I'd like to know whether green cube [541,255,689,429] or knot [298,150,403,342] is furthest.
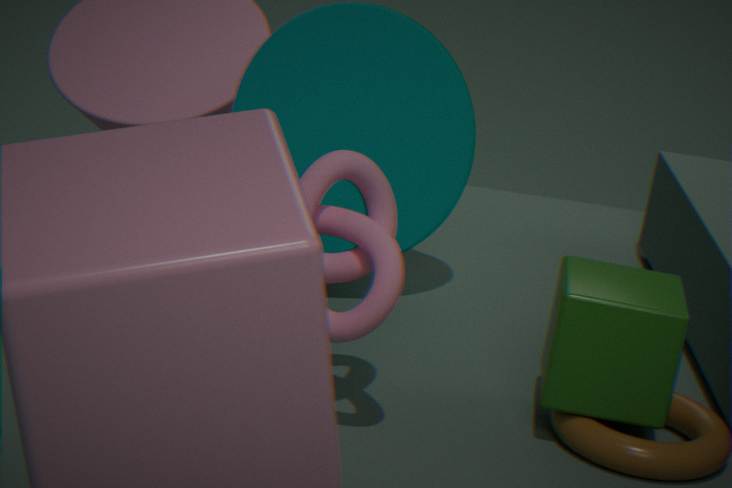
green cube [541,255,689,429]
